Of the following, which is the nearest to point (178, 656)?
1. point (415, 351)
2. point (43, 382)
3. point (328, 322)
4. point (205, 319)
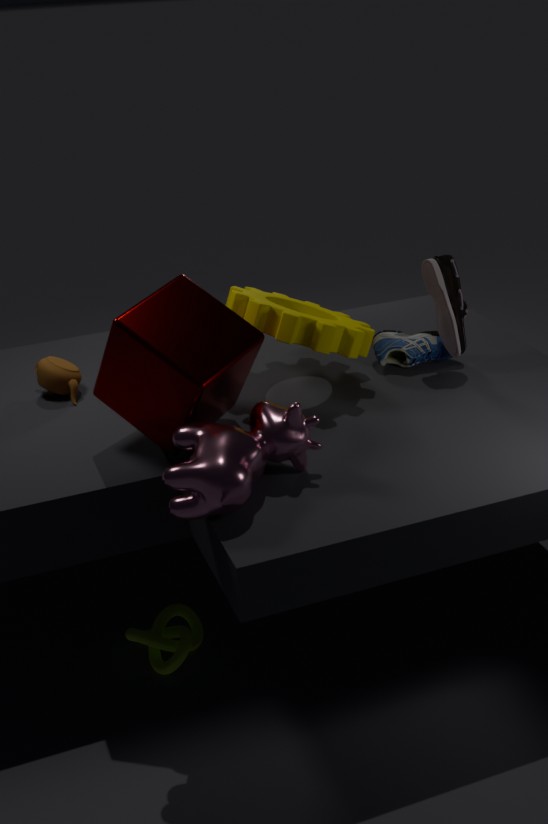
point (205, 319)
